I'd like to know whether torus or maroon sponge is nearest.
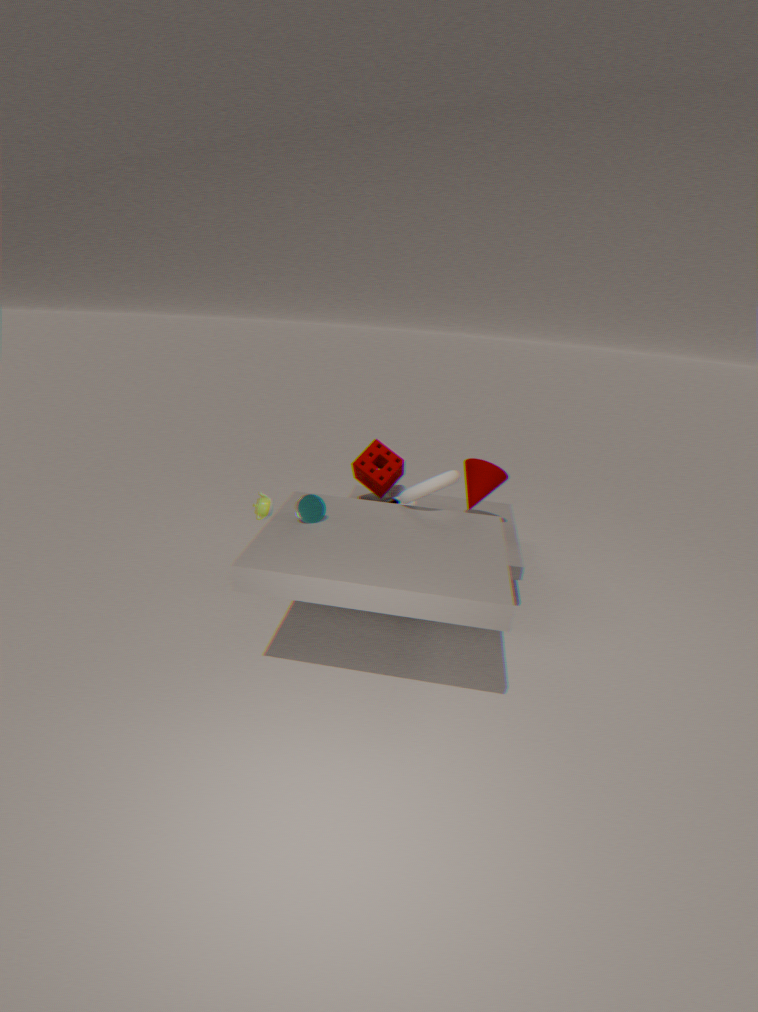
torus
